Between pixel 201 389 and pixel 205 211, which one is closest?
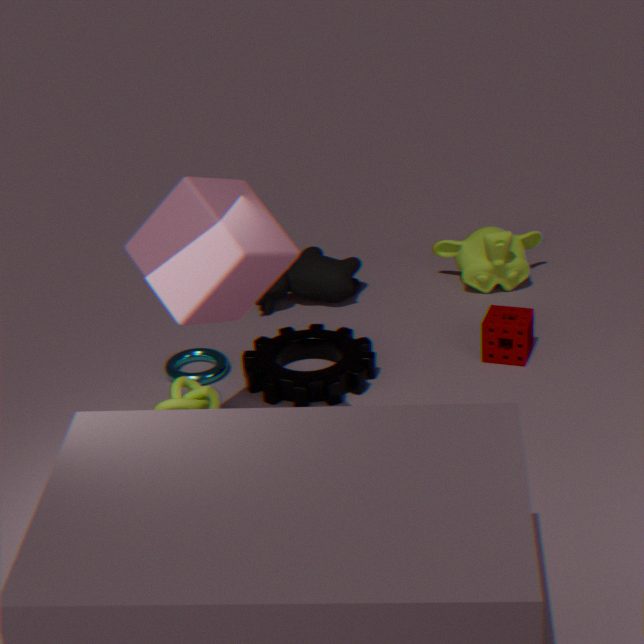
pixel 205 211
